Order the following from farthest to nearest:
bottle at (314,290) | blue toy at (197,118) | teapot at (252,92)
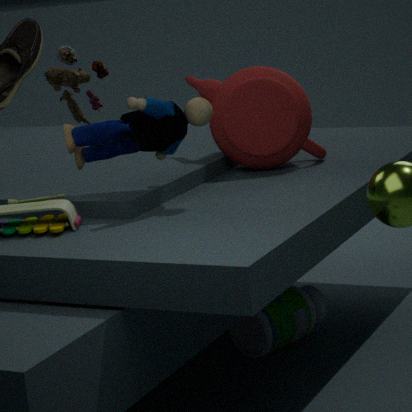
teapot at (252,92)
bottle at (314,290)
blue toy at (197,118)
